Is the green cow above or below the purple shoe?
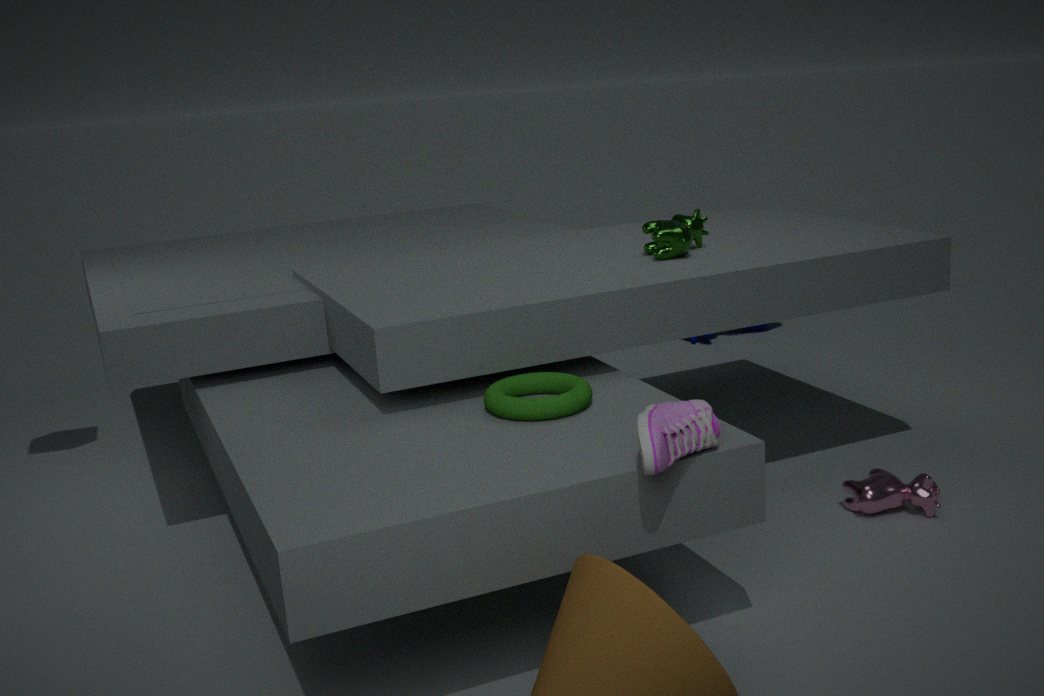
above
